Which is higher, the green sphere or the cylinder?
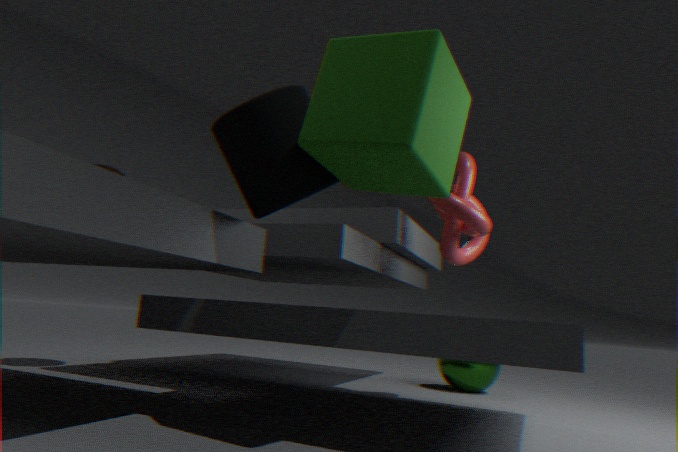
the cylinder
